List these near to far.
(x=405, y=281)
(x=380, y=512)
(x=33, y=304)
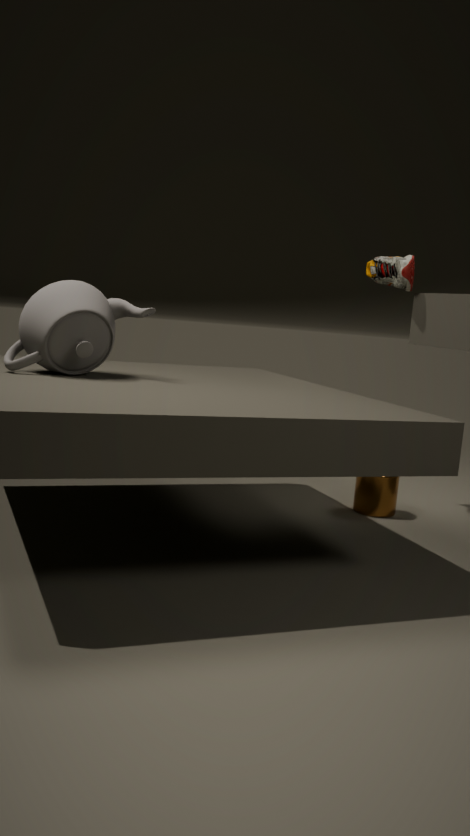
(x=33, y=304) < (x=405, y=281) < (x=380, y=512)
